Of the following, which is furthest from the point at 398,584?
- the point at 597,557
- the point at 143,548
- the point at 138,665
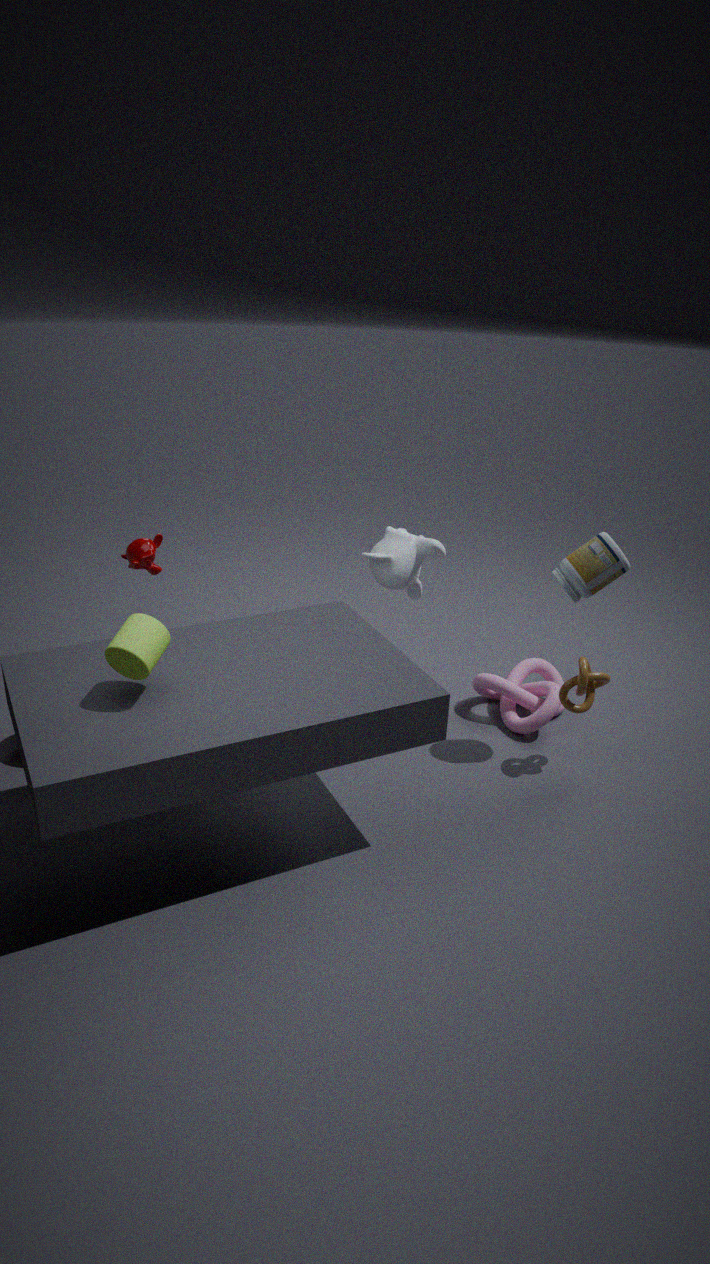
the point at 138,665
